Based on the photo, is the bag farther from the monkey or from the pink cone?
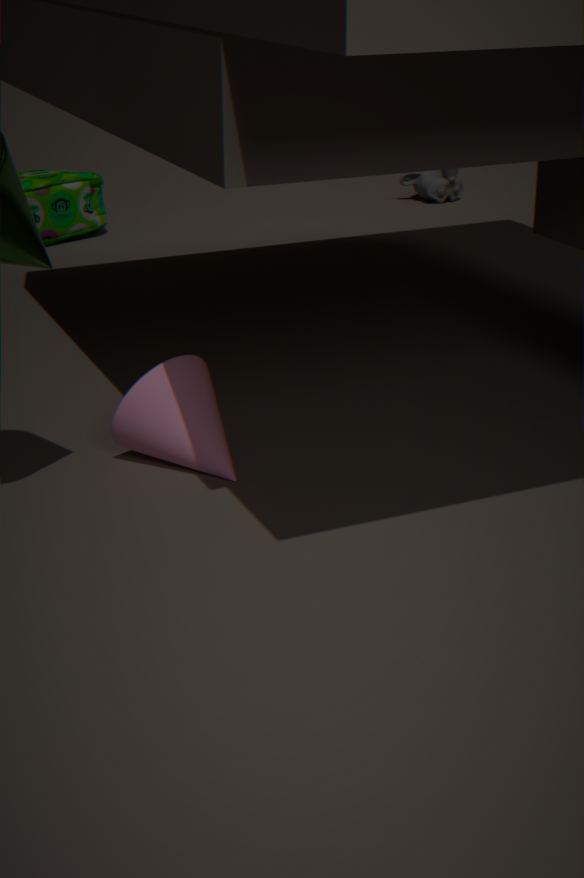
the pink cone
